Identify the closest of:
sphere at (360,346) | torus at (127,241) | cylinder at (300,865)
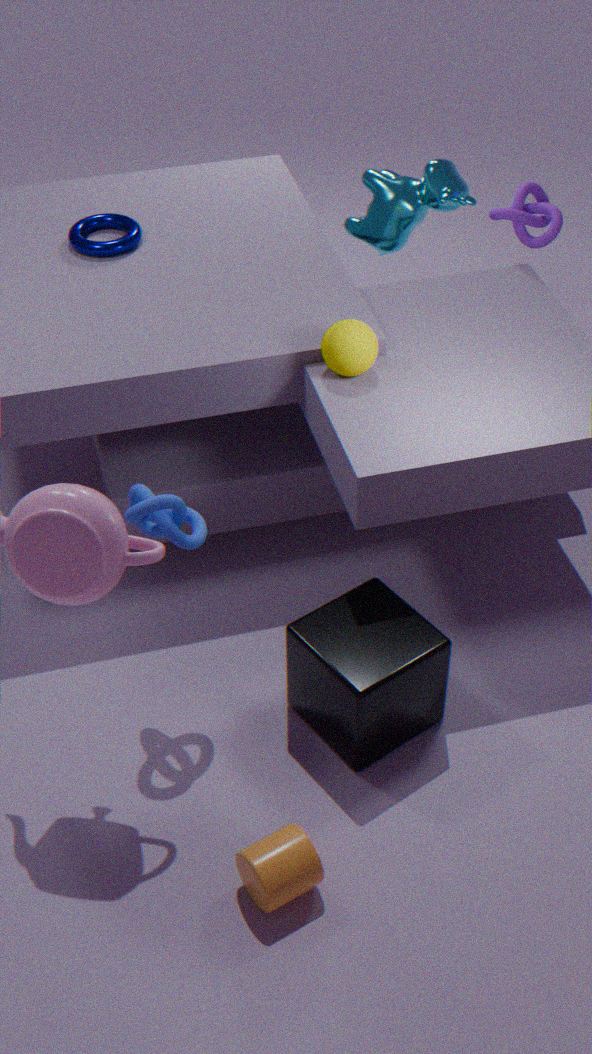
cylinder at (300,865)
